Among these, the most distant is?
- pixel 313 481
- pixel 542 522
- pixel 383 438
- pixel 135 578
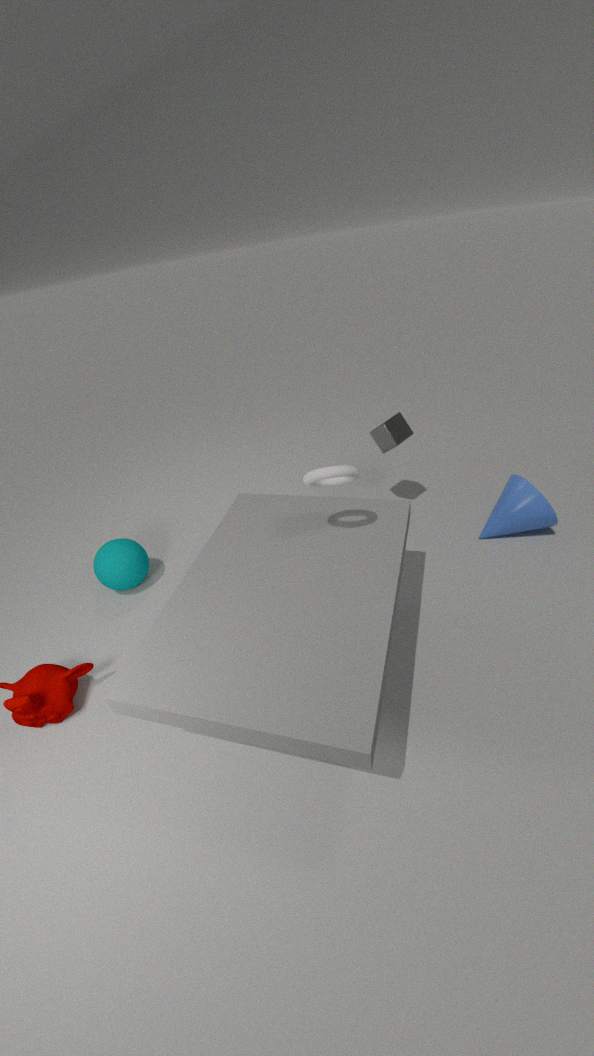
pixel 383 438
